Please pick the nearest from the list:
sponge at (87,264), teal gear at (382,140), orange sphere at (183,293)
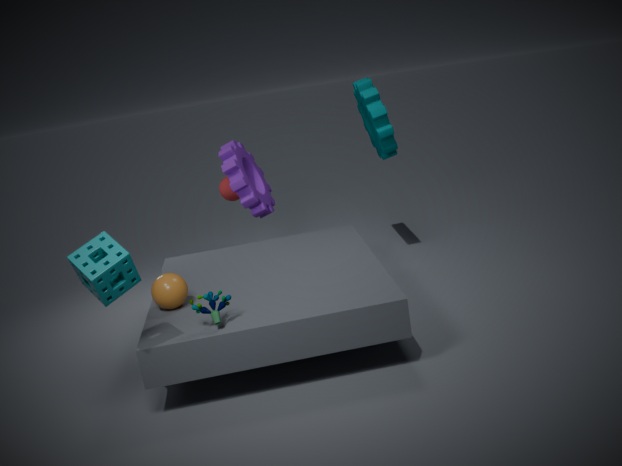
sponge at (87,264)
